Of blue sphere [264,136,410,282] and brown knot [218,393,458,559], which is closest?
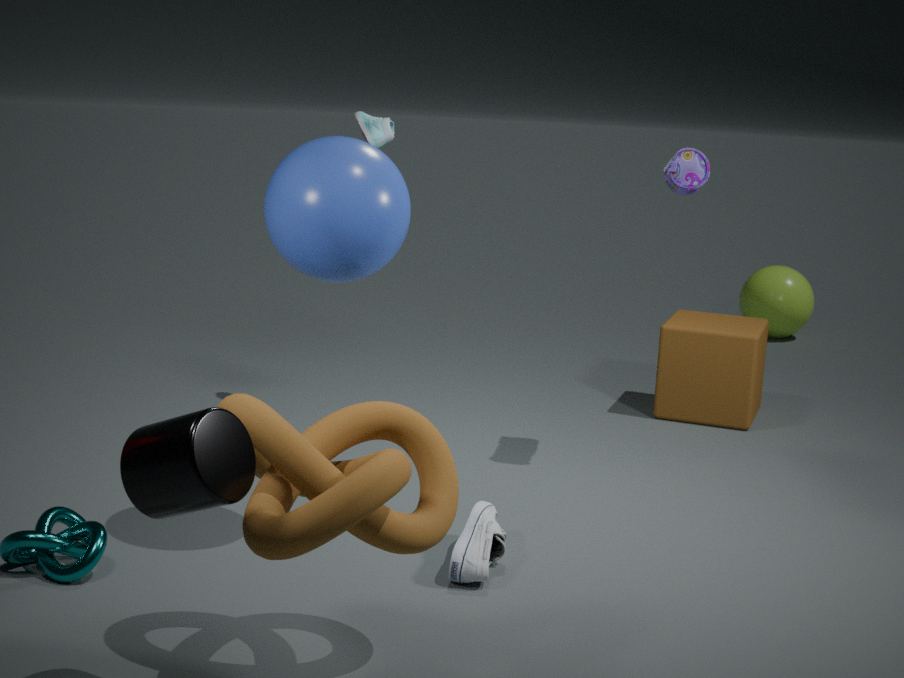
brown knot [218,393,458,559]
